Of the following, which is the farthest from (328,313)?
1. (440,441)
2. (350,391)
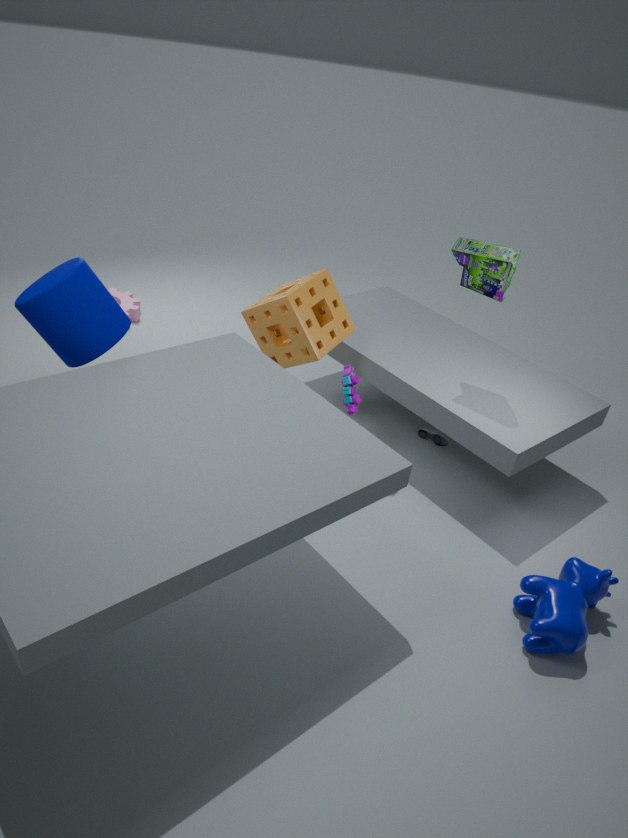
(440,441)
